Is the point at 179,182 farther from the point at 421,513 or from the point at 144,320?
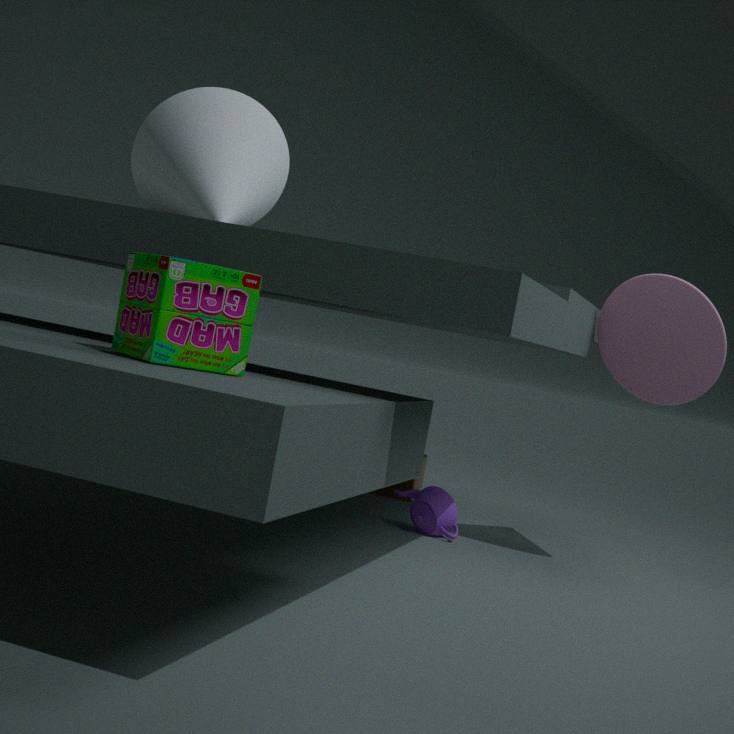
the point at 421,513
